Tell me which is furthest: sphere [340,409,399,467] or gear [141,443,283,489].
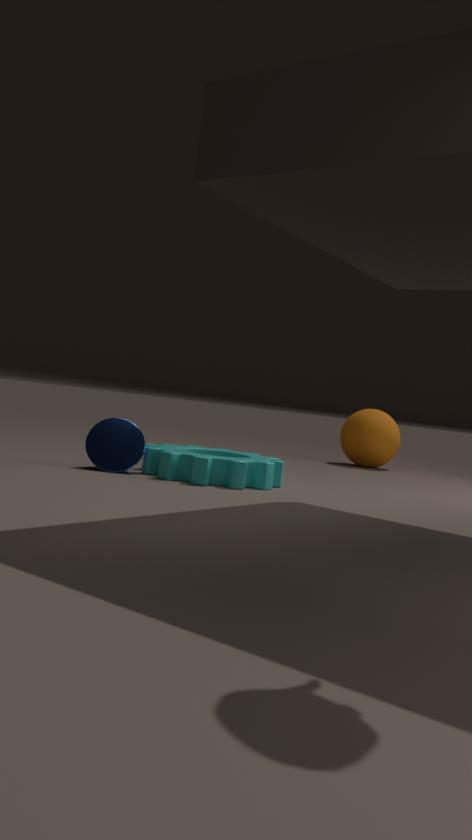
sphere [340,409,399,467]
